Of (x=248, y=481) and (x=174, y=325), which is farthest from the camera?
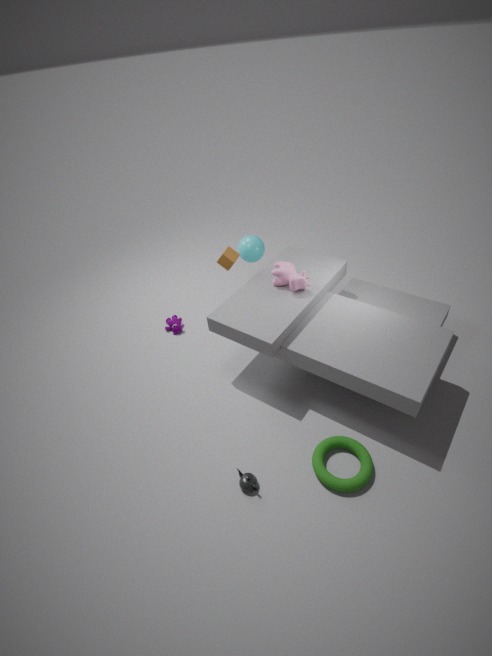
(x=174, y=325)
